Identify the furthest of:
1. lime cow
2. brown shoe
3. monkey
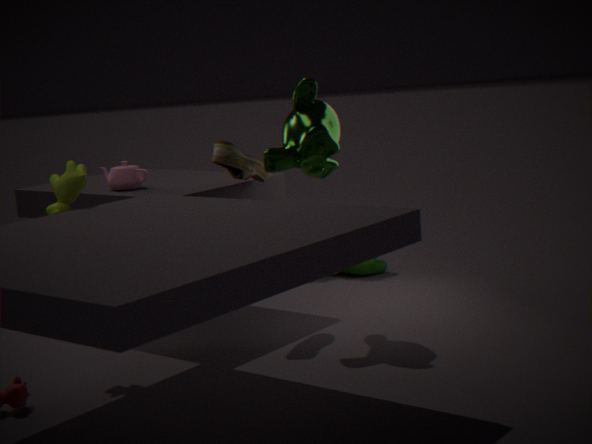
brown shoe
